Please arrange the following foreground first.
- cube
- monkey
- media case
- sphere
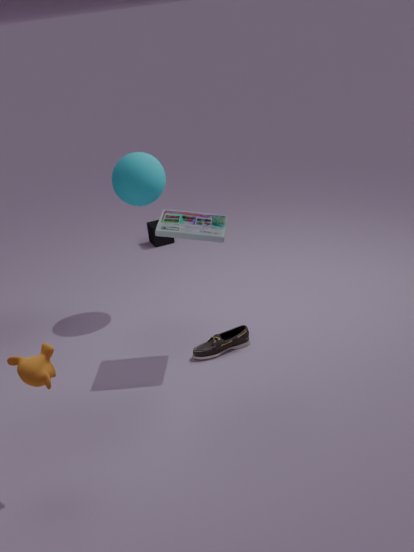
monkey → media case → sphere → cube
